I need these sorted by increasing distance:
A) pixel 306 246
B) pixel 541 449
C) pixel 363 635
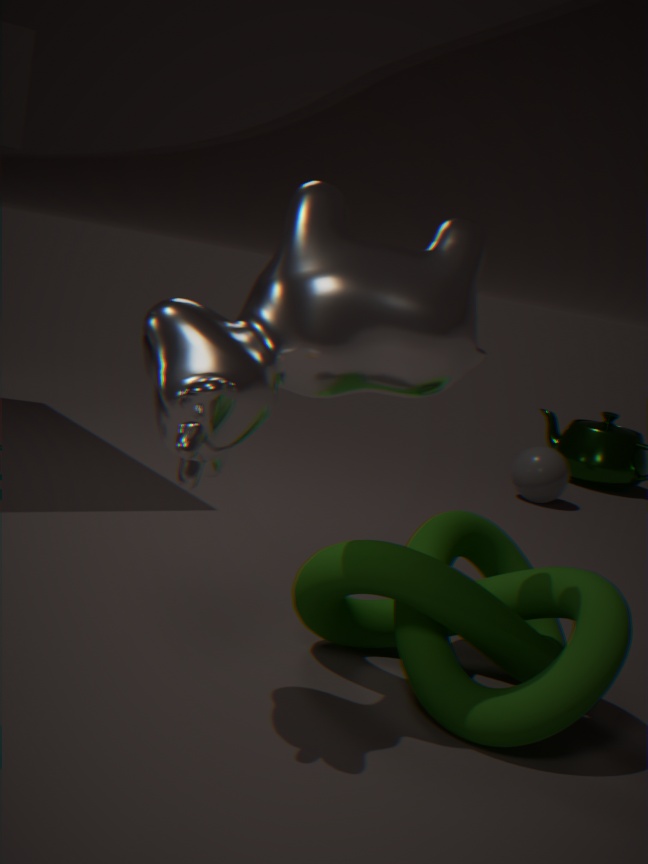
pixel 306 246, pixel 363 635, pixel 541 449
